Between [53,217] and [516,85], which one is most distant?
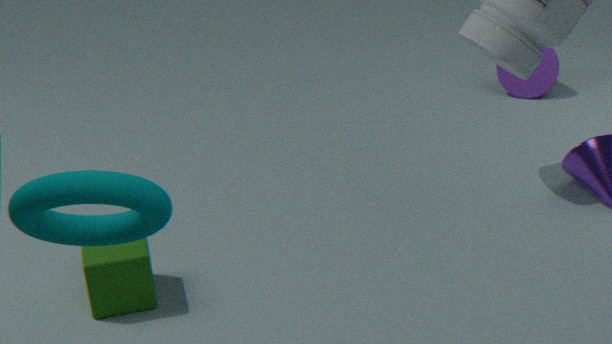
[516,85]
